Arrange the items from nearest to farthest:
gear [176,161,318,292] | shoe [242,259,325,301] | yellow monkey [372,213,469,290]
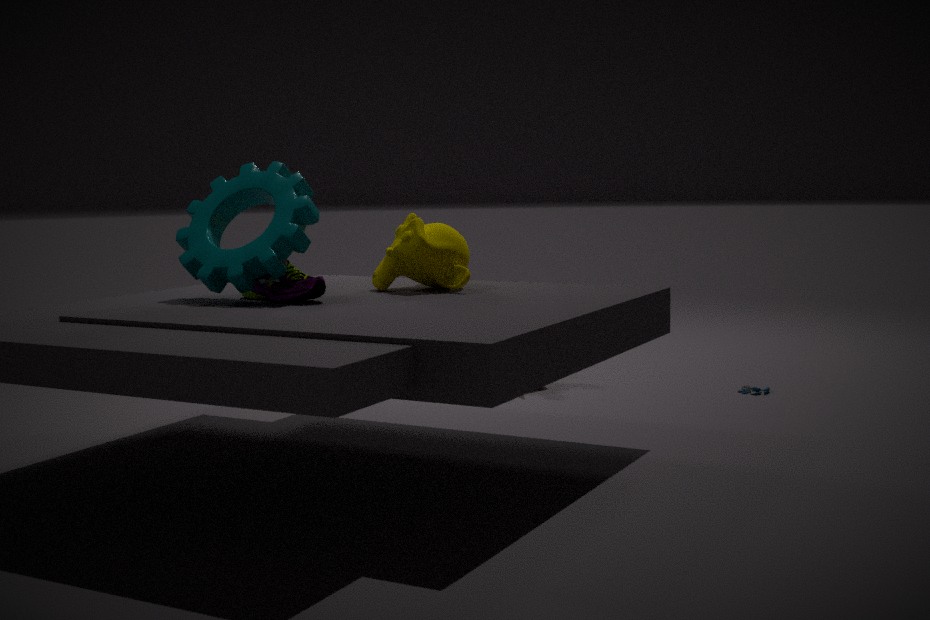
1. shoe [242,259,325,301]
2. gear [176,161,318,292]
3. yellow monkey [372,213,469,290]
